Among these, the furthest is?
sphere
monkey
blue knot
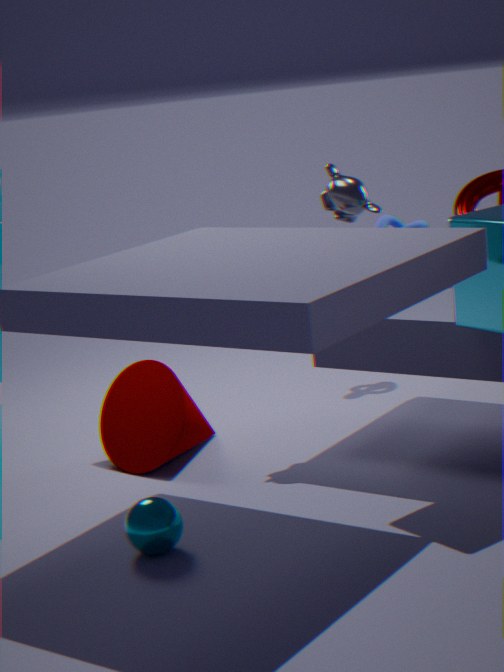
blue knot
